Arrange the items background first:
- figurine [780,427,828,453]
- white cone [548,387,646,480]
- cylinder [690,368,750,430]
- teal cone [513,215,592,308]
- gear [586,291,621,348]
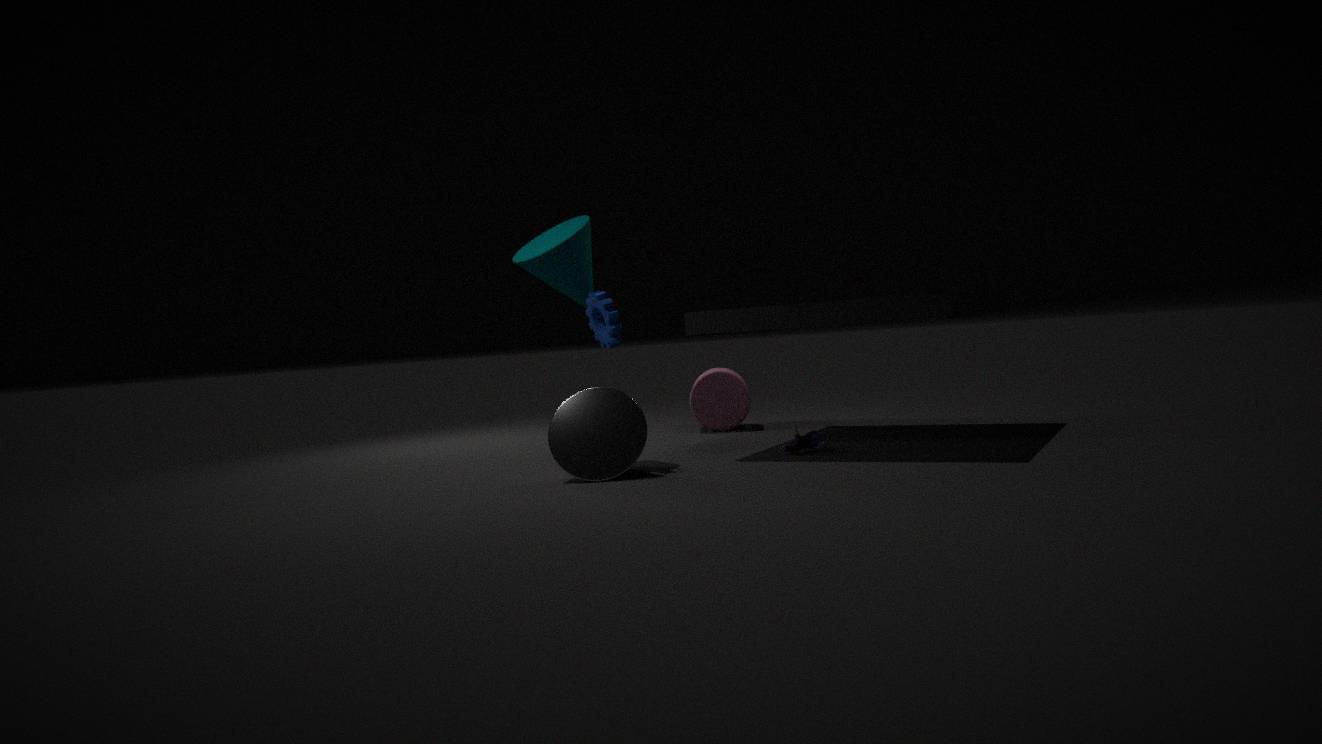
cylinder [690,368,750,430] → teal cone [513,215,592,308] → figurine [780,427,828,453] → gear [586,291,621,348] → white cone [548,387,646,480]
